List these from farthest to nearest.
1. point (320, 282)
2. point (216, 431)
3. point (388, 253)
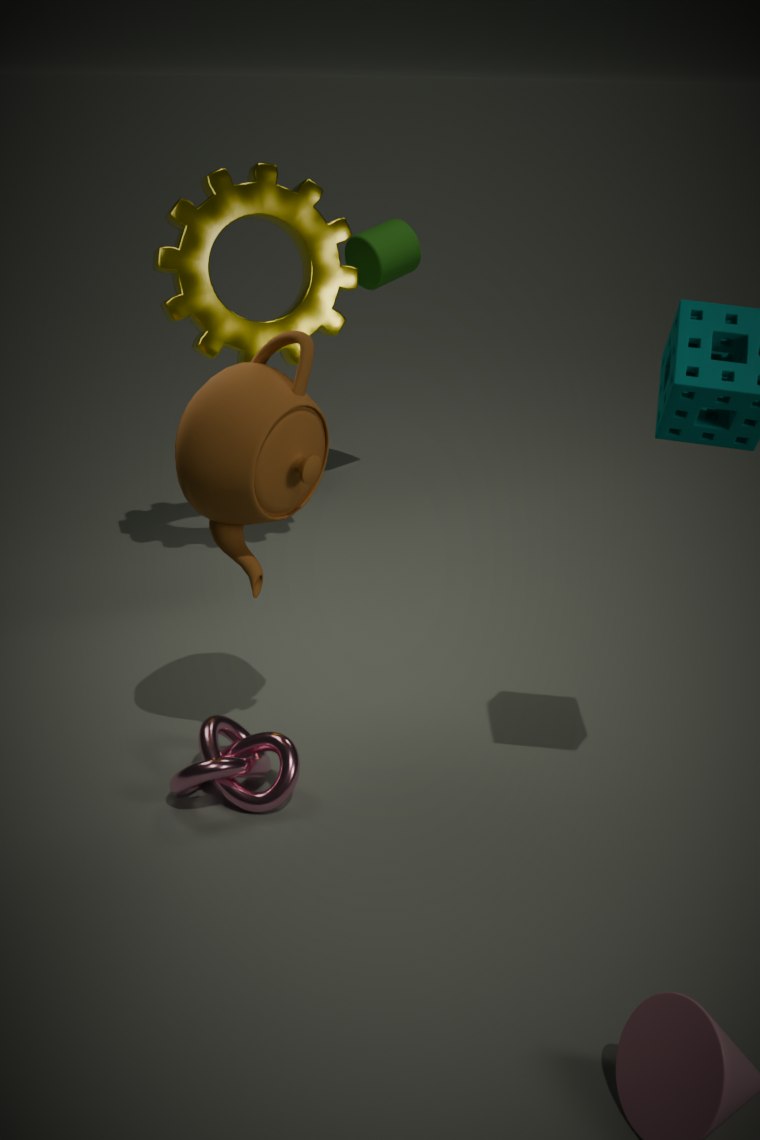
point (388, 253), point (320, 282), point (216, 431)
